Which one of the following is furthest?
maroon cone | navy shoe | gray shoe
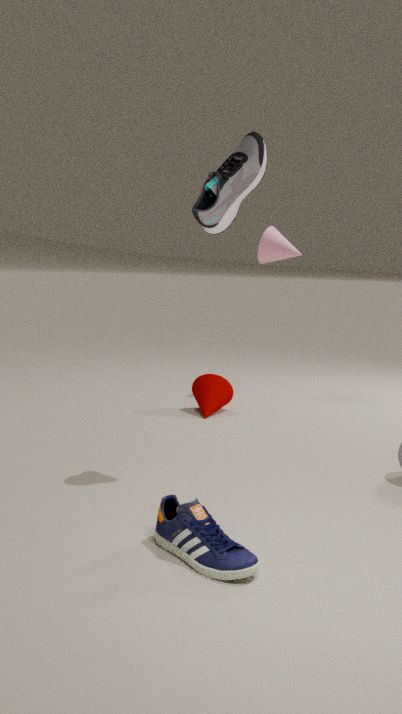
maroon cone
